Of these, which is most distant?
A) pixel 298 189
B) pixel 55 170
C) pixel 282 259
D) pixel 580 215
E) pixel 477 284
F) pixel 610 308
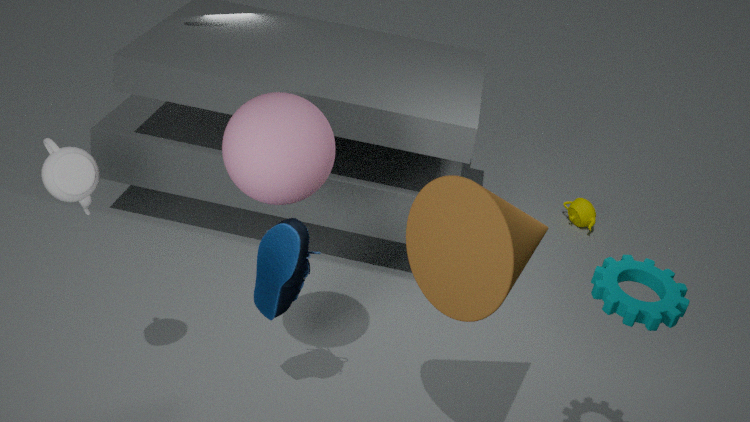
pixel 580 215
